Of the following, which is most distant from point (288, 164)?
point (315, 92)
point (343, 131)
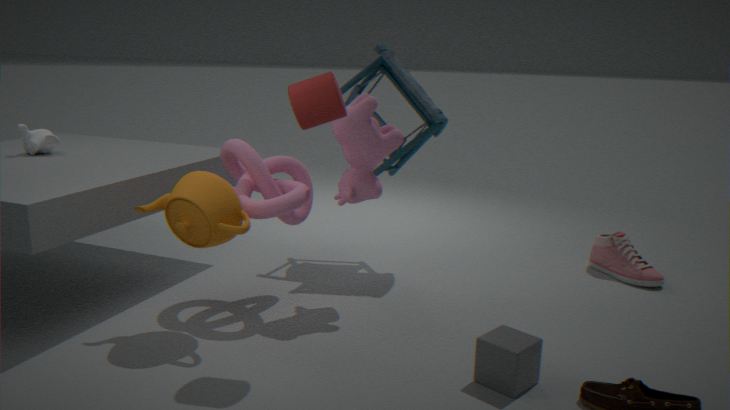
point (315, 92)
